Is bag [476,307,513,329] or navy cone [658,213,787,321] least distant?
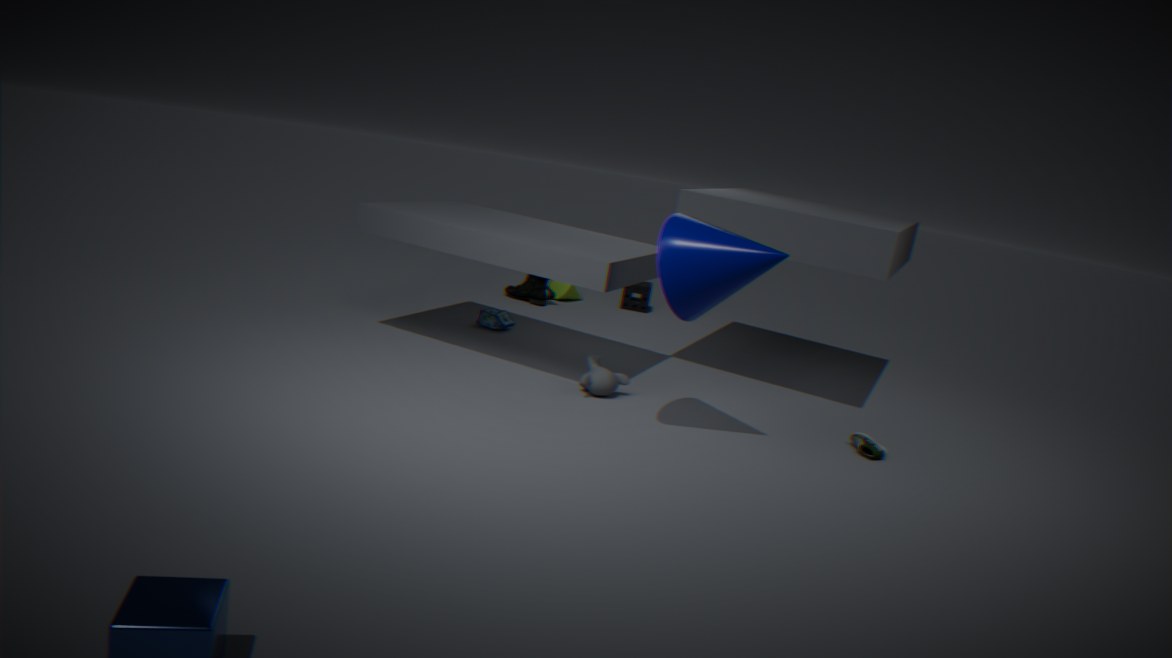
navy cone [658,213,787,321]
